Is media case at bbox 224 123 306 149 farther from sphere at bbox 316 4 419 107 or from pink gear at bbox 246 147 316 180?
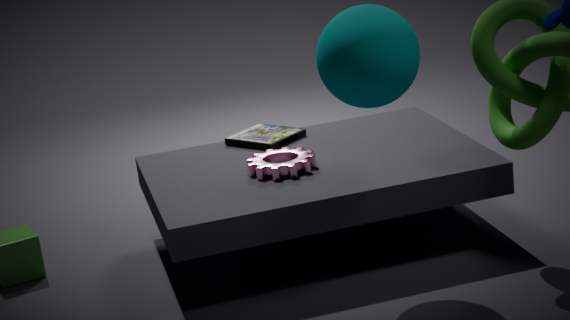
sphere at bbox 316 4 419 107
